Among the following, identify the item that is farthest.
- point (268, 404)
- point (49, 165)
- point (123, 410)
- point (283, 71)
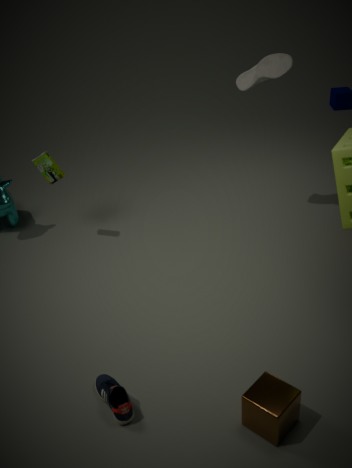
point (49, 165)
